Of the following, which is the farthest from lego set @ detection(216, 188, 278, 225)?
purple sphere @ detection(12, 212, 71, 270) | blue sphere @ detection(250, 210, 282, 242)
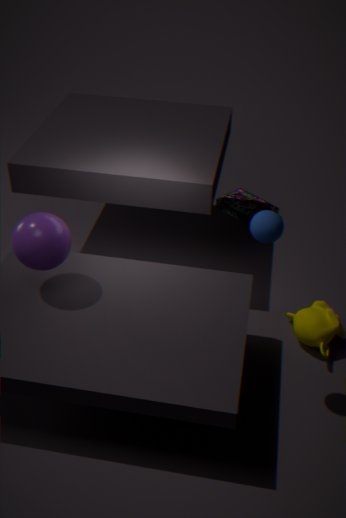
purple sphere @ detection(12, 212, 71, 270)
